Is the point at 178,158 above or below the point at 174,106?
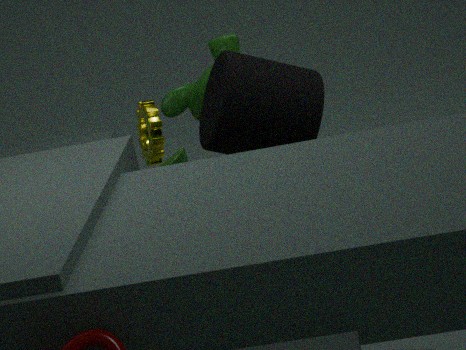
below
